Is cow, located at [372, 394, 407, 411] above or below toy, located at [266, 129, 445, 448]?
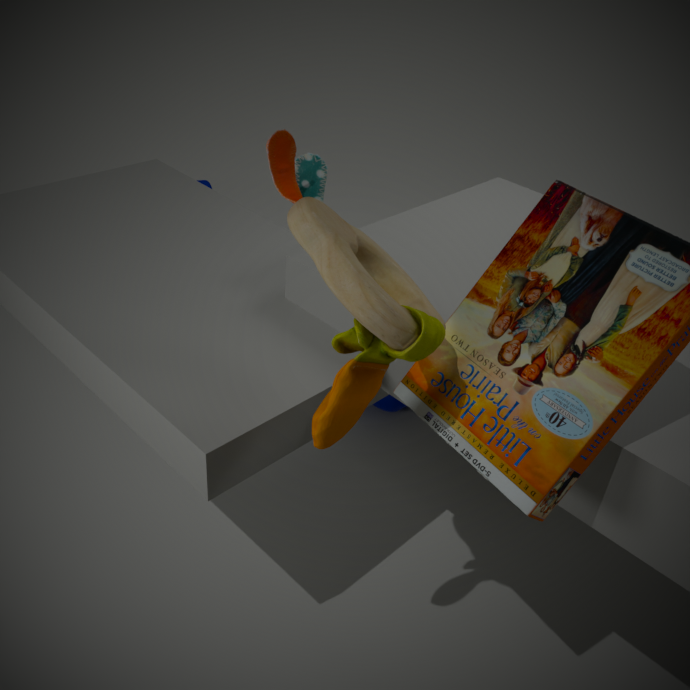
below
